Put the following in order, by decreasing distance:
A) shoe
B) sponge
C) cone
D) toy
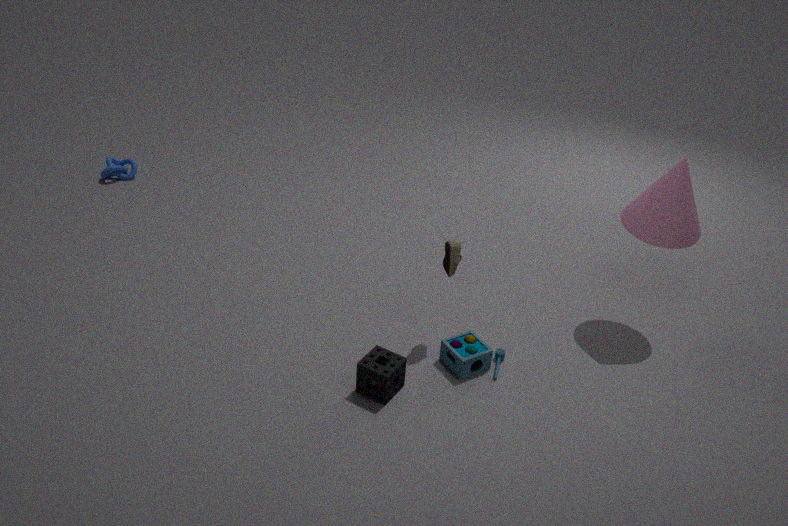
cone < toy < shoe < sponge
